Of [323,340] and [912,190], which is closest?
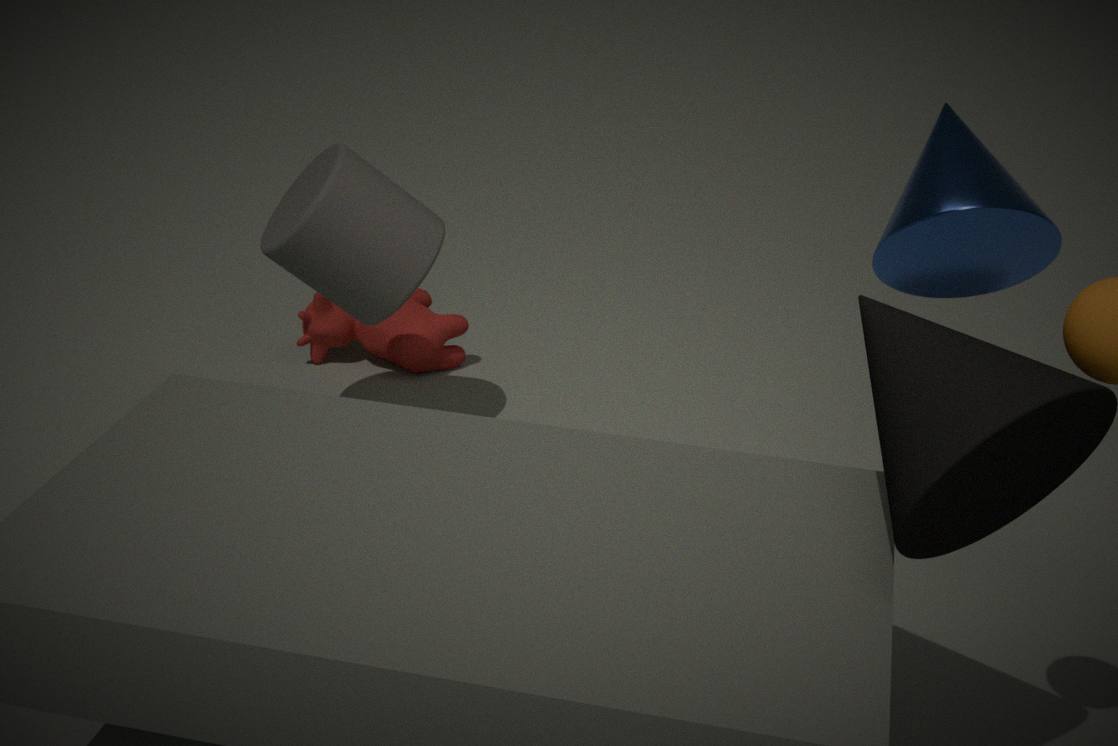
[912,190]
